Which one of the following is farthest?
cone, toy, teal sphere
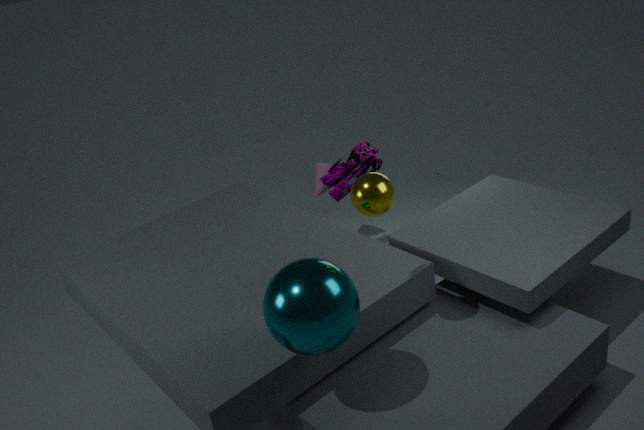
cone
